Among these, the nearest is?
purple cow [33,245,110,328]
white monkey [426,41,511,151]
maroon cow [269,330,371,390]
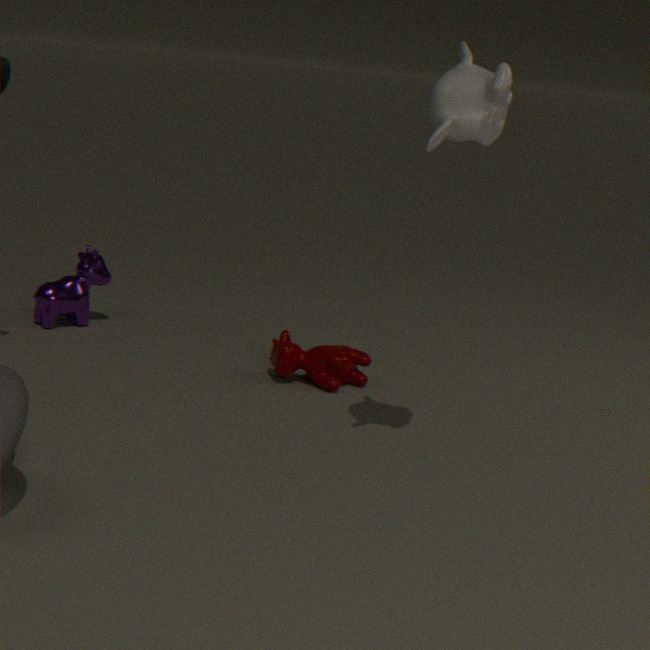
white monkey [426,41,511,151]
